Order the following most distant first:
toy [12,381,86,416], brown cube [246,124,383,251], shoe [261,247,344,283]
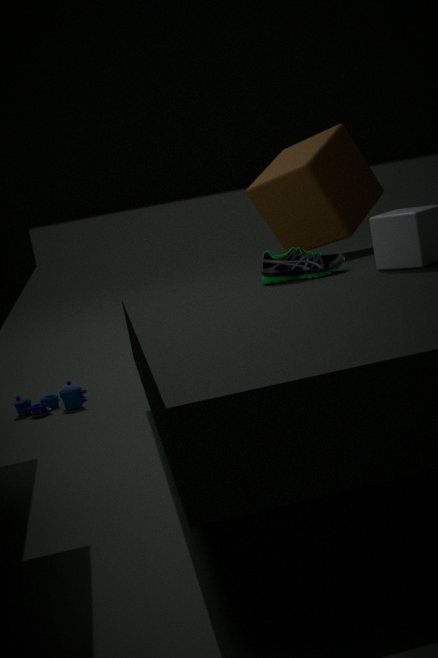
toy [12,381,86,416] < brown cube [246,124,383,251] < shoe [261,247,344,283]
